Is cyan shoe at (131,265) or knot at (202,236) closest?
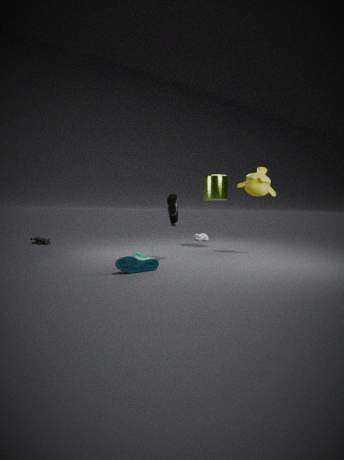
cyan shoe at (131,265)
